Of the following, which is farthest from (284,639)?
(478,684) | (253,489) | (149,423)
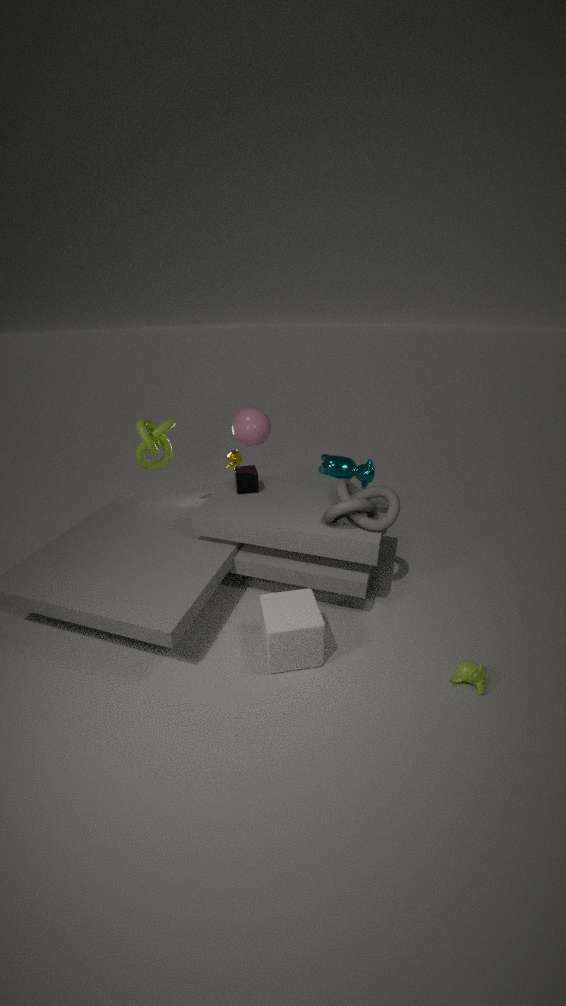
(149,423)
